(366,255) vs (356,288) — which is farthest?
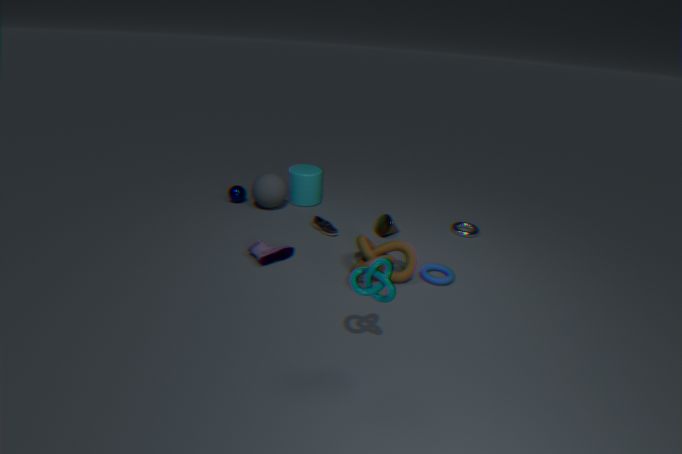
(366,255)
